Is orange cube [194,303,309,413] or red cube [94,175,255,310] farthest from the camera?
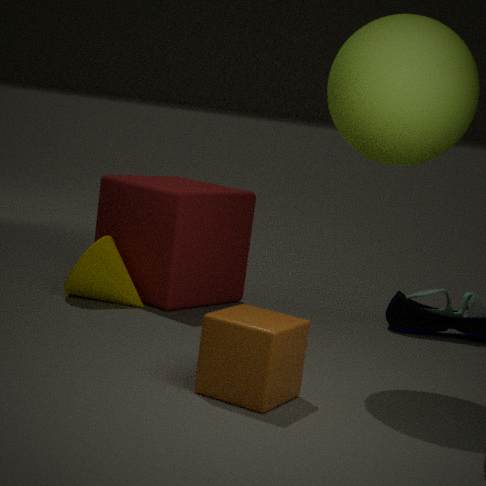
red cube [94,175,255,310]
